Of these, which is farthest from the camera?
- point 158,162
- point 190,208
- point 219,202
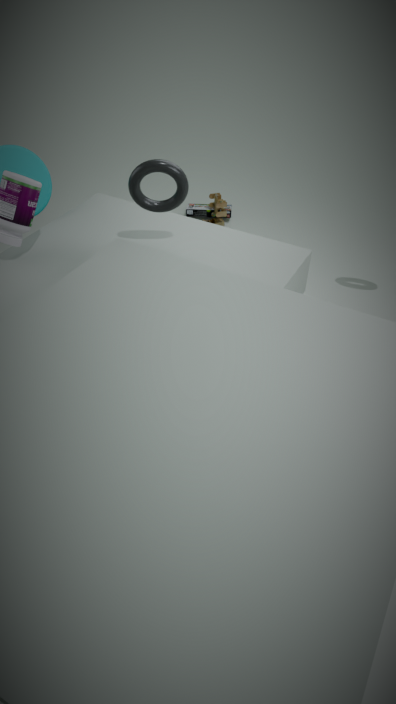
point 190,208
